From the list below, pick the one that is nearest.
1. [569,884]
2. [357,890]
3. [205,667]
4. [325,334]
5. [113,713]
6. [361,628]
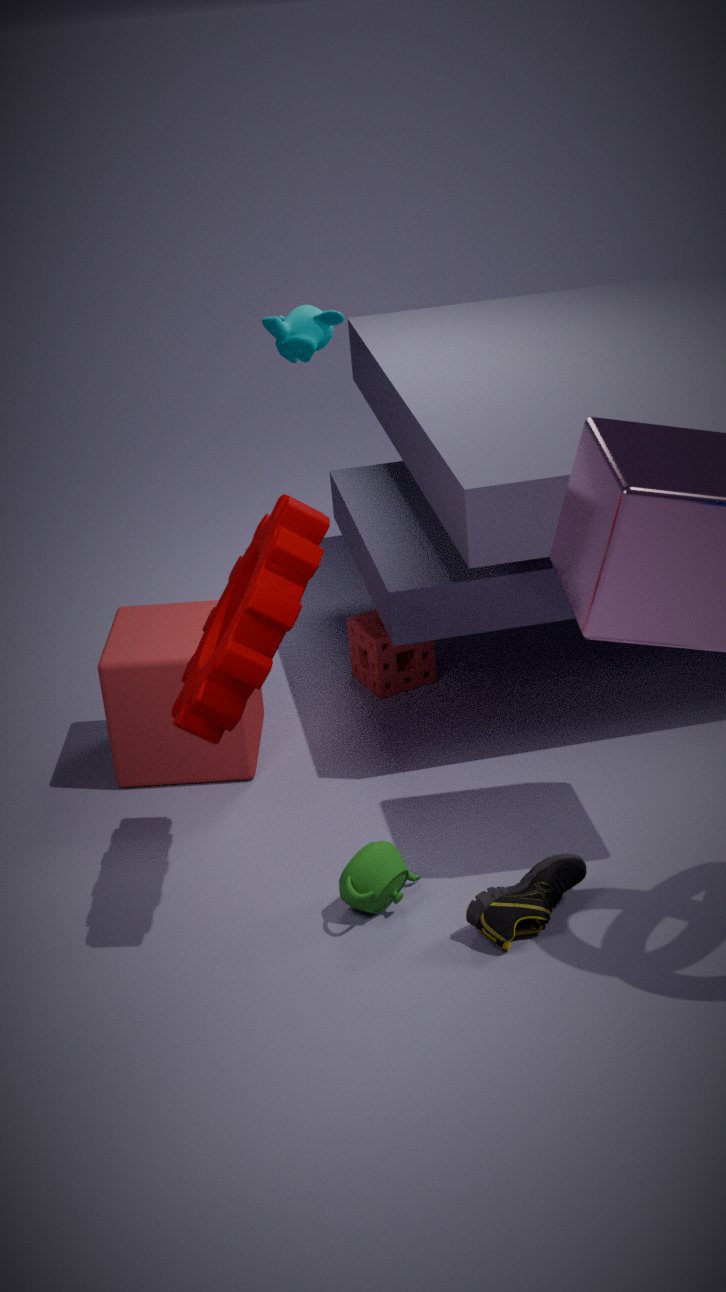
[205,667]
